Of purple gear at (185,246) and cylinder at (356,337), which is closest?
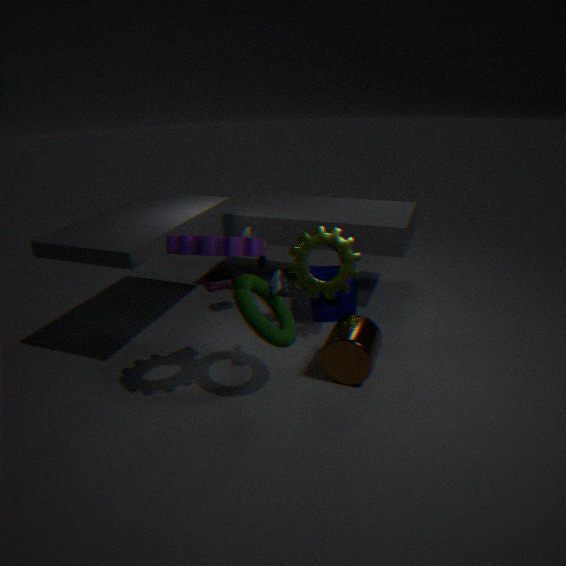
purple gear at (185,246)
